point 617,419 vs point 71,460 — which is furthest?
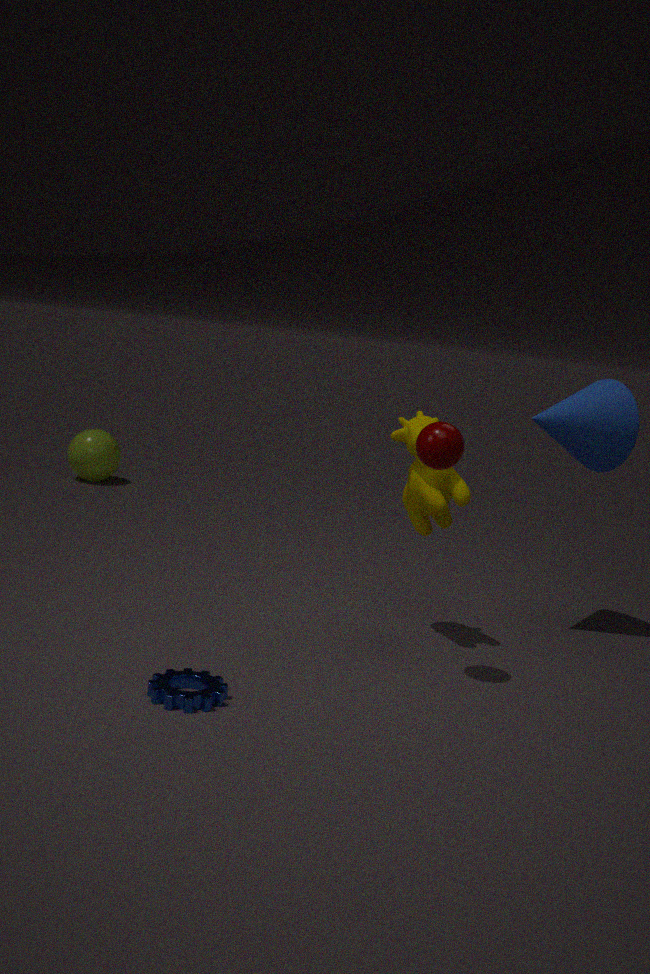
point 71,460
